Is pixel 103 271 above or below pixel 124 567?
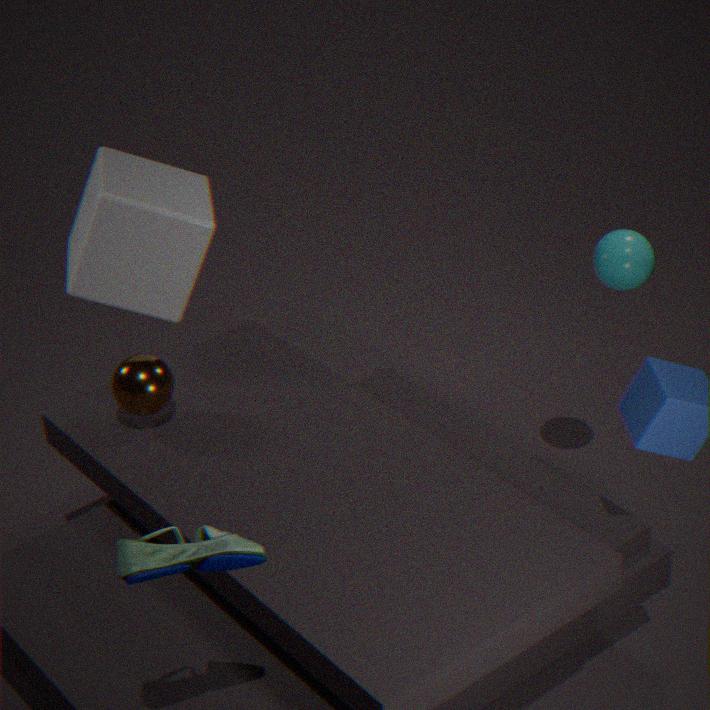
below
